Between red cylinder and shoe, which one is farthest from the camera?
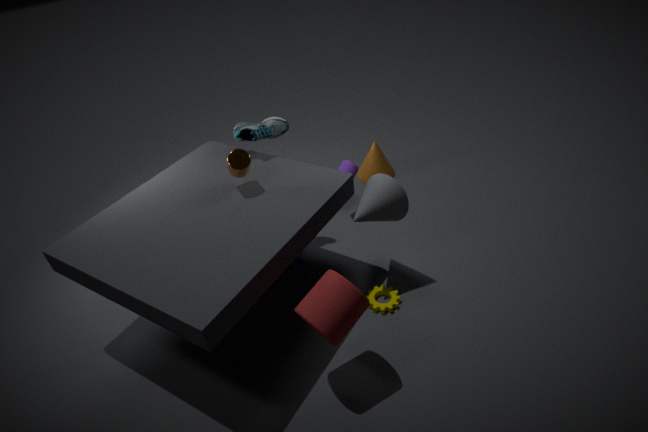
shoe
